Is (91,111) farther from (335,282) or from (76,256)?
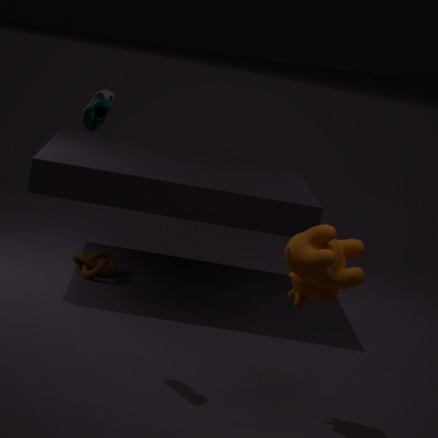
(76,256)
